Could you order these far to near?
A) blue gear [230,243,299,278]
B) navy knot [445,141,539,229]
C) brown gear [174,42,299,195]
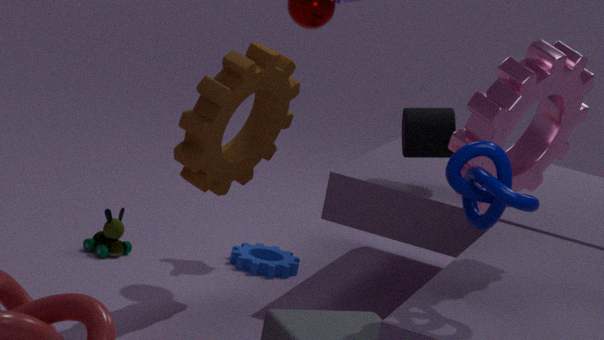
blue gear [230,243,299,278], brown gear [174,42,299,195], navy knot [445,141,539,229]
